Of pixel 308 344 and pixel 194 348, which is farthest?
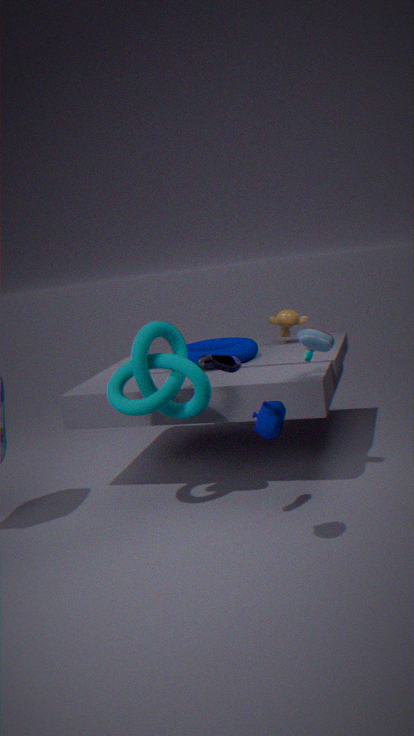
pixel 194 348
